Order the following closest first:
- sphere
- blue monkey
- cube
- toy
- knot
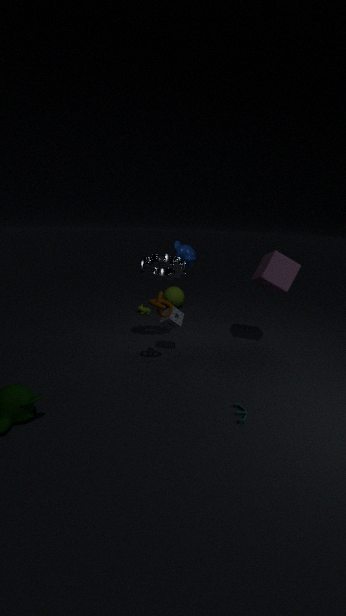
1. toy
2. knot
3. cube
4. blue monkey
5. sphere
